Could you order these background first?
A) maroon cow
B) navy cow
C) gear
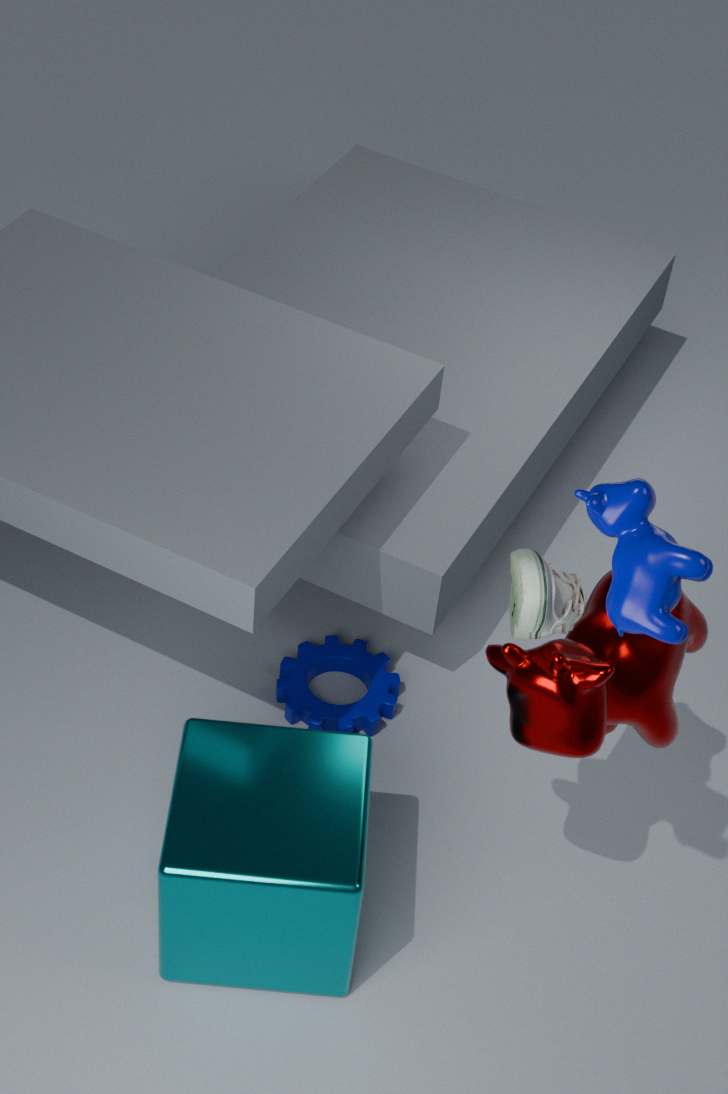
gear → maroon cow → navy cow
